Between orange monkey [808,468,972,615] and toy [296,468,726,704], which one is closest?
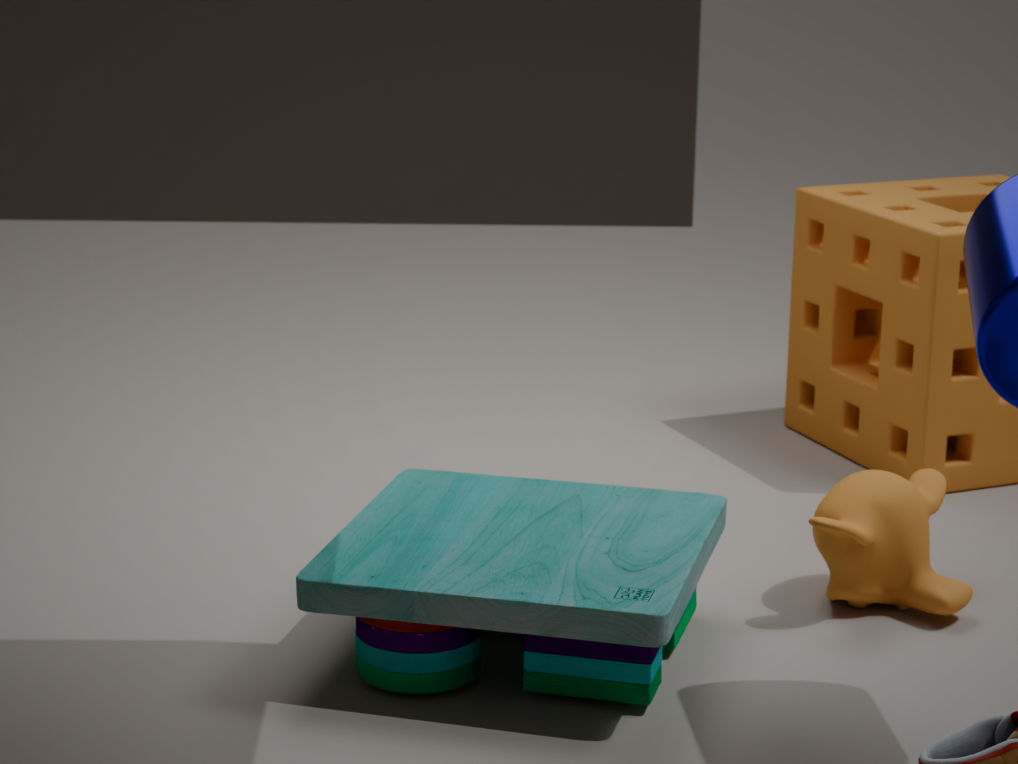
toy [296,468,726,704]
